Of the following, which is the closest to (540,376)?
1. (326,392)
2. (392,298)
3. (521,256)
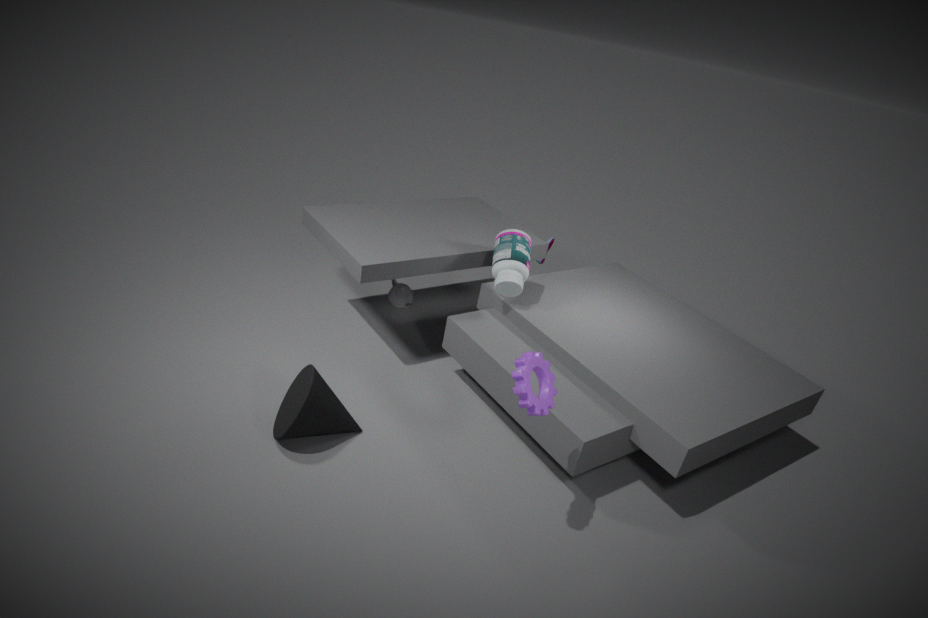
(326,392)
